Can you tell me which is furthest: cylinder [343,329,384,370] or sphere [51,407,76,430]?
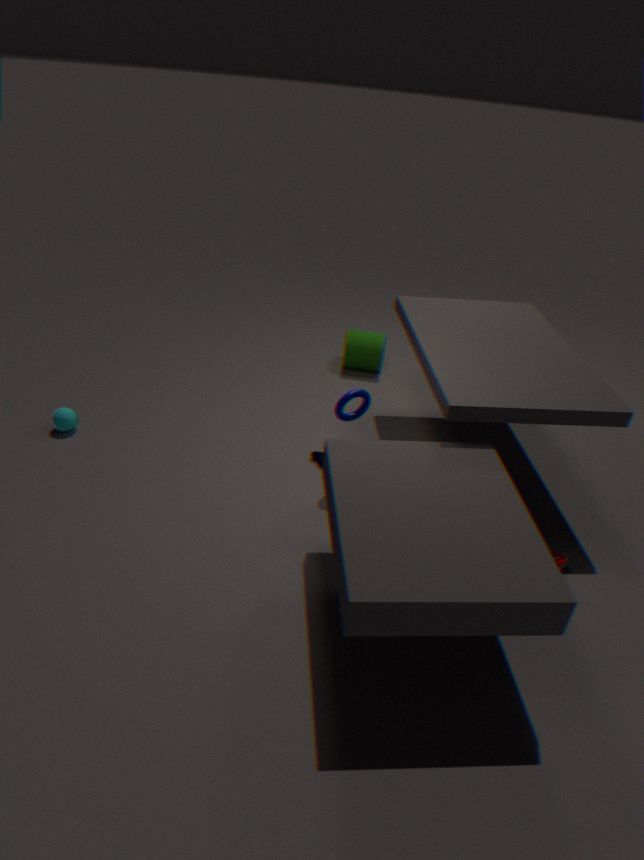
cylinder [343,329,384,370]
